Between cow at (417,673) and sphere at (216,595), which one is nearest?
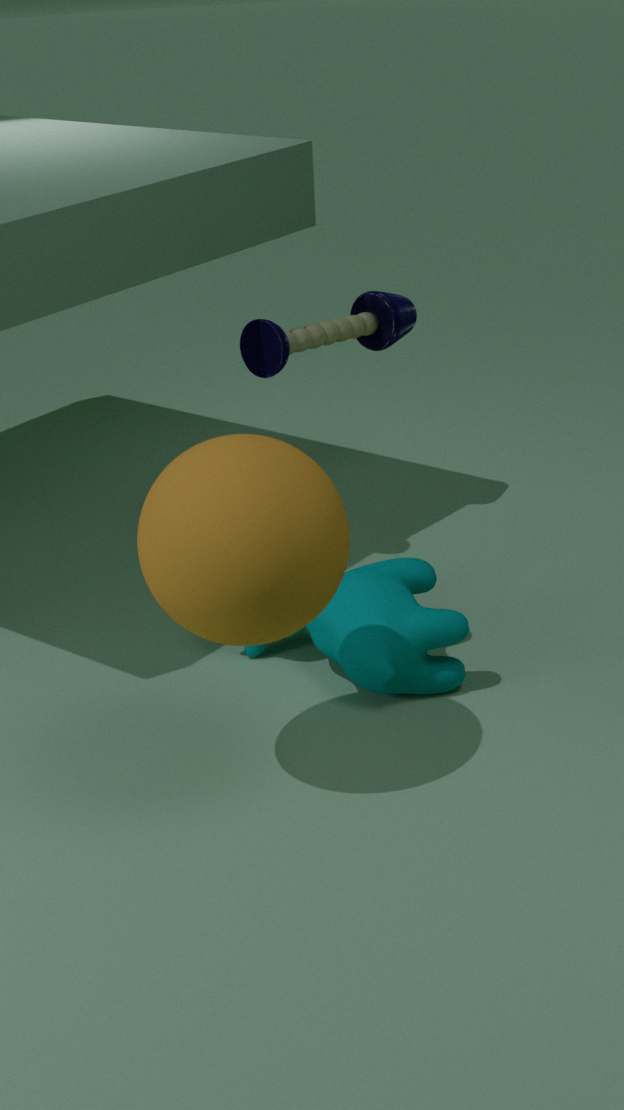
sphere at (216,595)
